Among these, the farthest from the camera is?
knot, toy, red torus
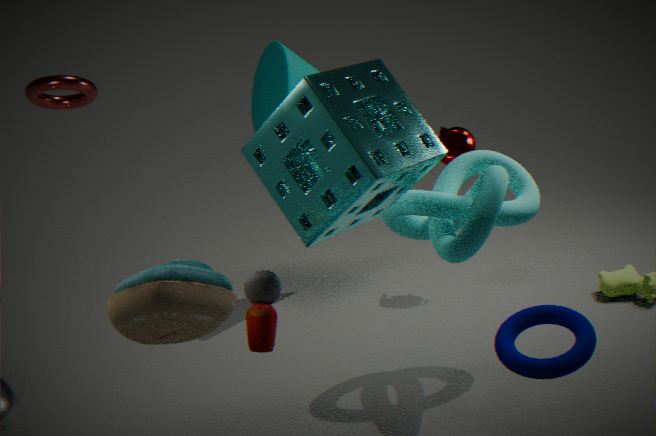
red torus
